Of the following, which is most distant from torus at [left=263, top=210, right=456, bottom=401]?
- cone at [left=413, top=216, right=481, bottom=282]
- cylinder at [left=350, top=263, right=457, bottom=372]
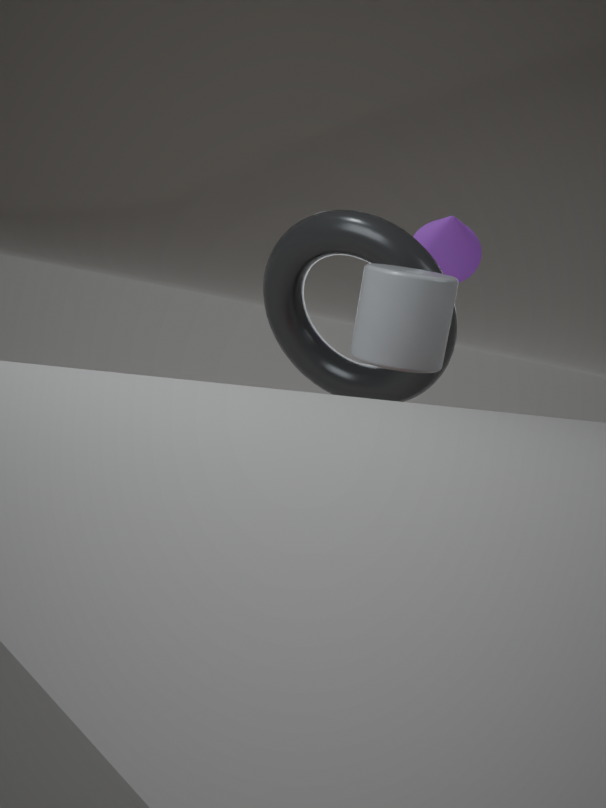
cone at [left=413, top=216, right=481, bottom=282]
